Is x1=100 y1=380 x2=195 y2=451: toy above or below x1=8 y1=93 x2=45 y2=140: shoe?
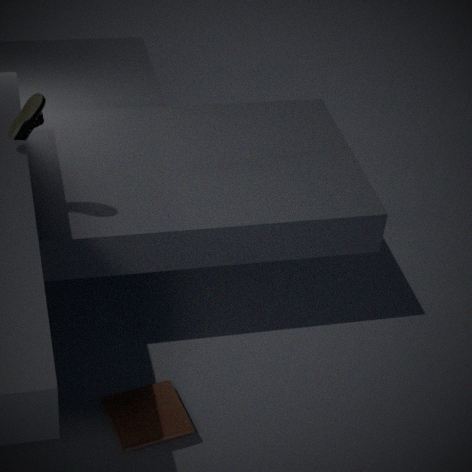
below
